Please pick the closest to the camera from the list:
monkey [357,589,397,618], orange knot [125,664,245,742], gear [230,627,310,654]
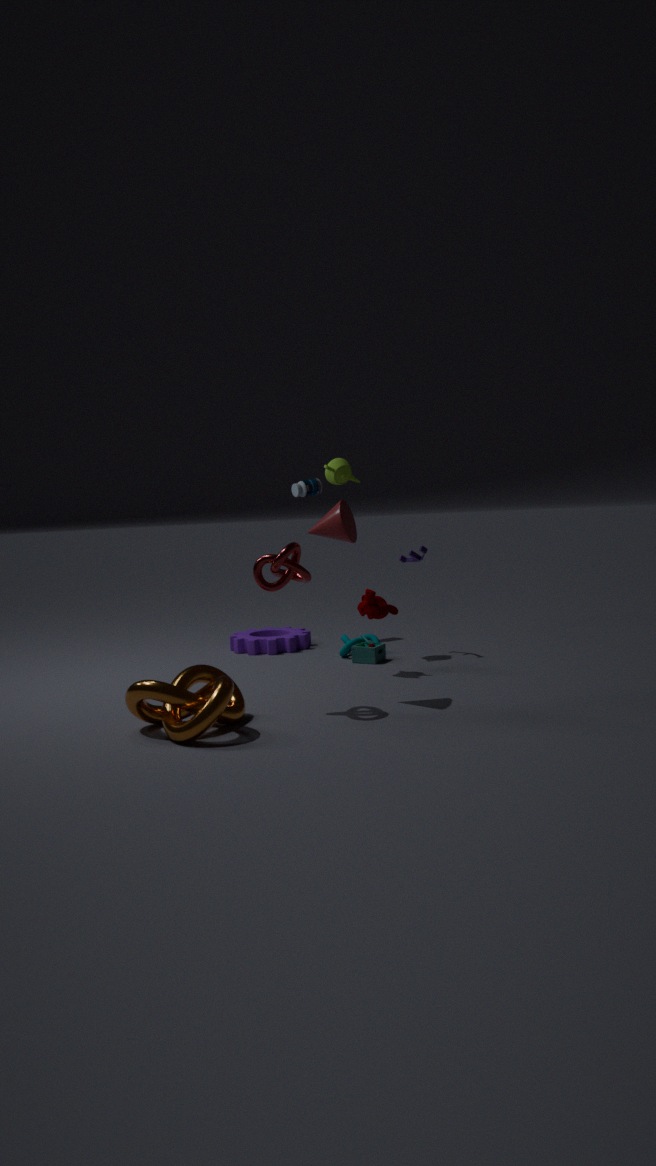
orange knot [125,664,245,742]
